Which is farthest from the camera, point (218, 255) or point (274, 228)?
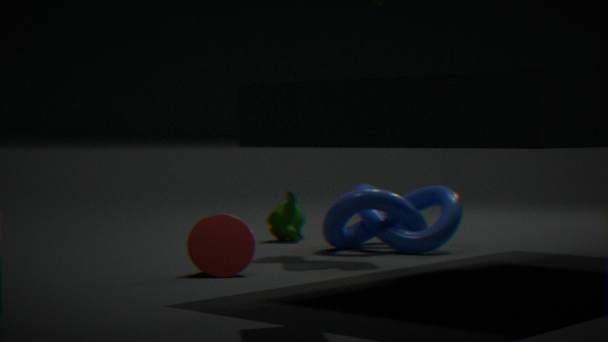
point (274, 228)
